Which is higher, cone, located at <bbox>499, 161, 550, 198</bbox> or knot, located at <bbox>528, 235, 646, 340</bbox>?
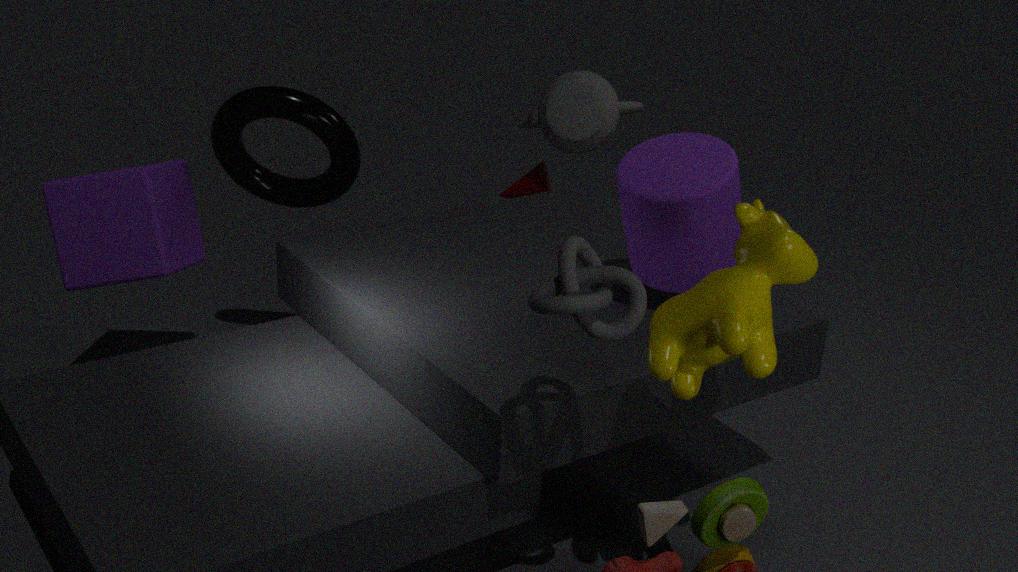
knot, located at <bbox>528, 235, 646, 340</bbox>
